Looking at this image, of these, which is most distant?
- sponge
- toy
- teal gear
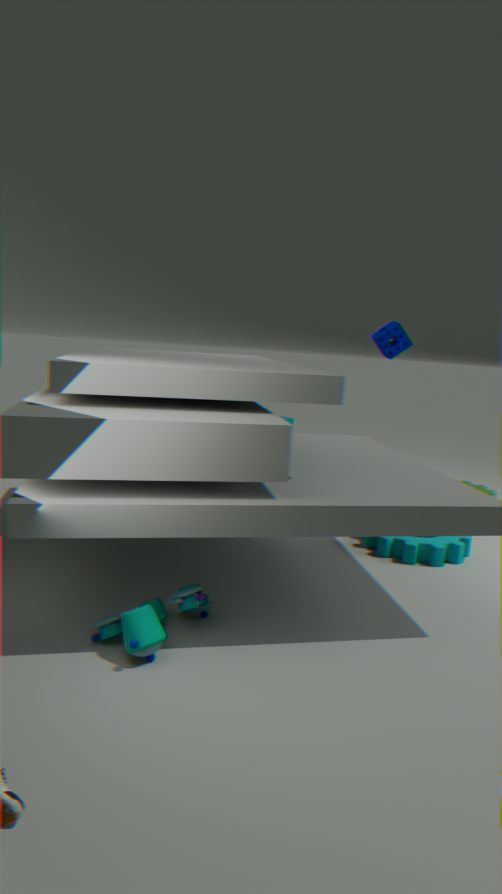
sponge
